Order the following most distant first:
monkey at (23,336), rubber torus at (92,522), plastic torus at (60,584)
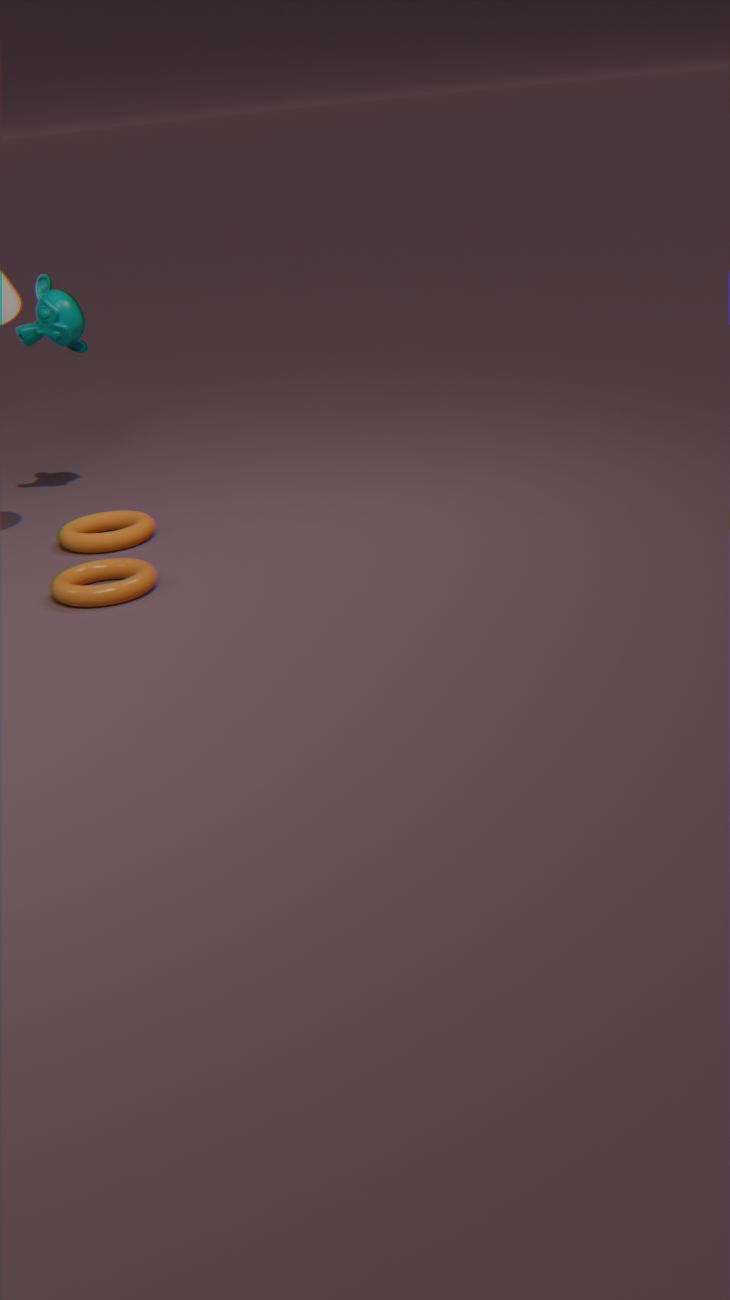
monkey at (23,336) < rubber torus at (92,522) < plastic torus at (60,584)
